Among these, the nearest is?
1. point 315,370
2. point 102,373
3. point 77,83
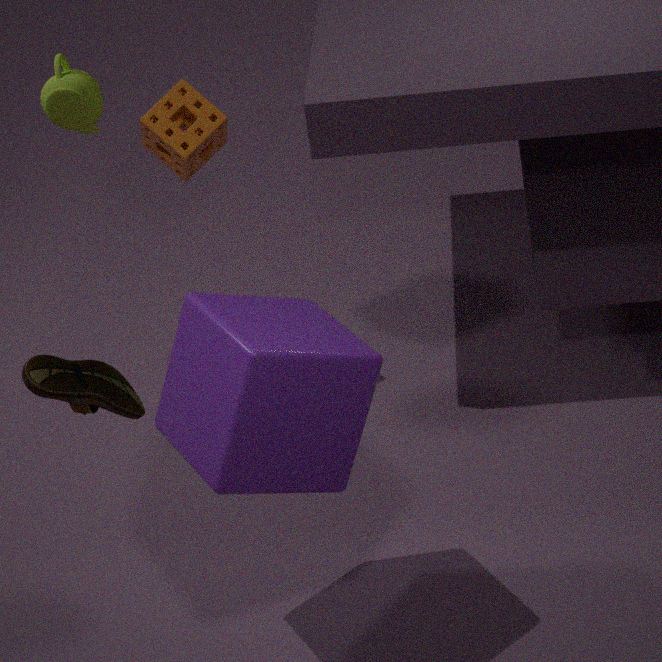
point 102,373
